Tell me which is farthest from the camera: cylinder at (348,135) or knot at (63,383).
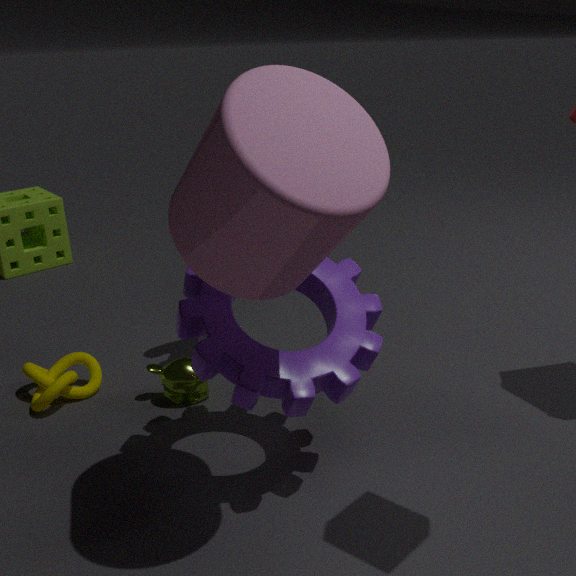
knot at (63,383)
